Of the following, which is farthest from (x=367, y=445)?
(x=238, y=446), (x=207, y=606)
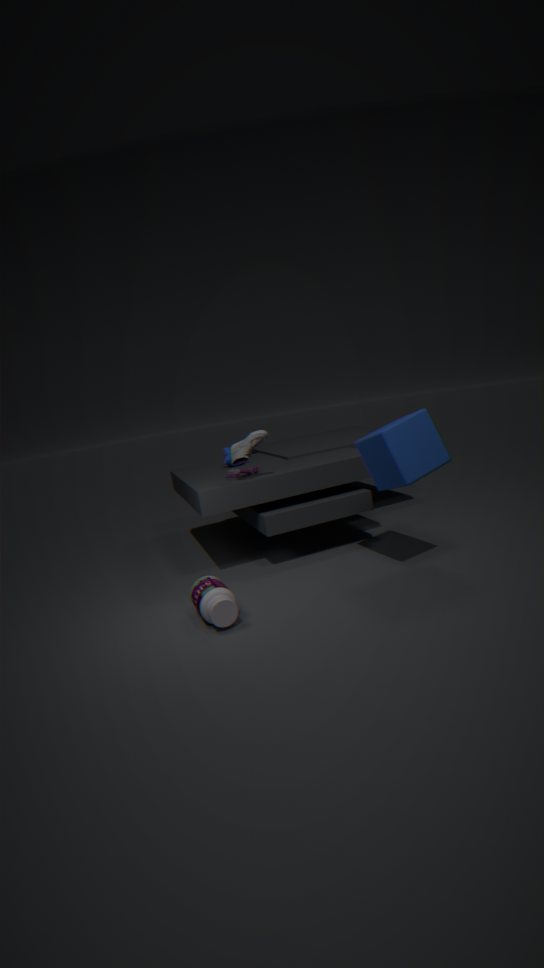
(x=207, y=606)
